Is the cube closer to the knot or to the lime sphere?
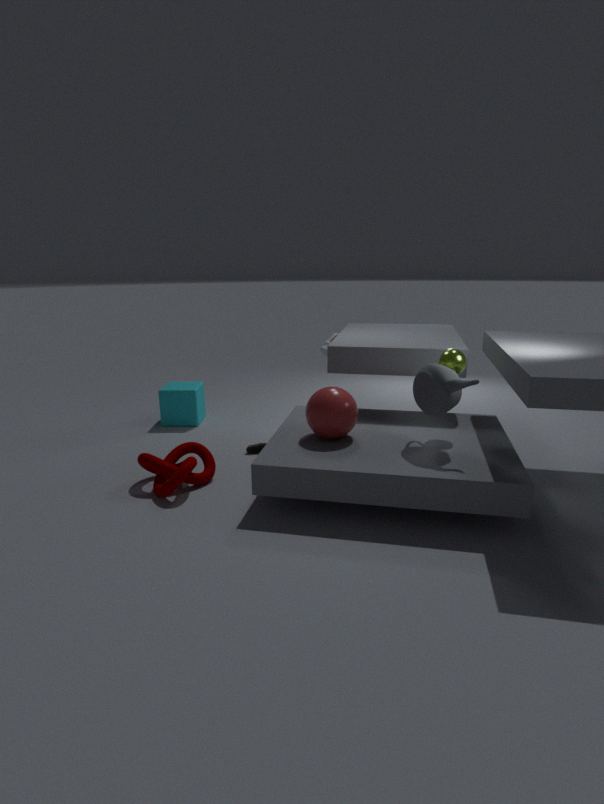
the knot
